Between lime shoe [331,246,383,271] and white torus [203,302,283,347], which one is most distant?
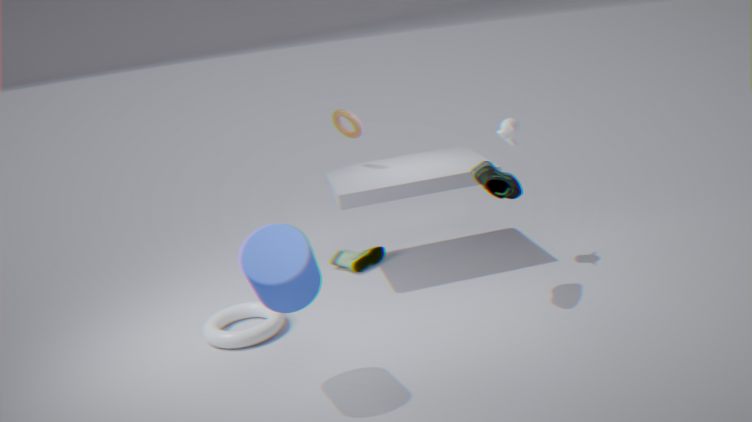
lime shoe [331,246,383,271]
